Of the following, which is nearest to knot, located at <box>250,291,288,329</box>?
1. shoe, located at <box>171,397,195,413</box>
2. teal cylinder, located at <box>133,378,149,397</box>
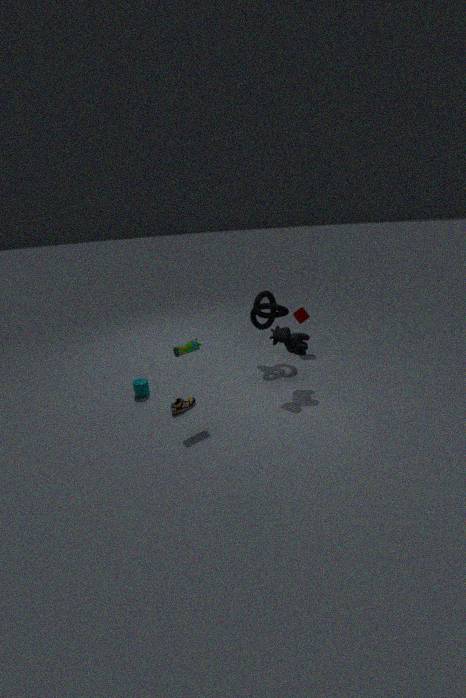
shoe, located at <box>171,397,195,413</box>
